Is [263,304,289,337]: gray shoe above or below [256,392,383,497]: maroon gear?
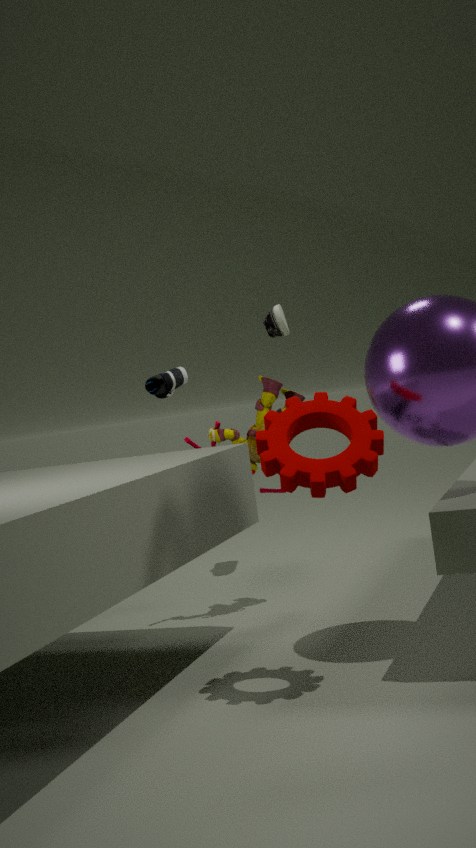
above
